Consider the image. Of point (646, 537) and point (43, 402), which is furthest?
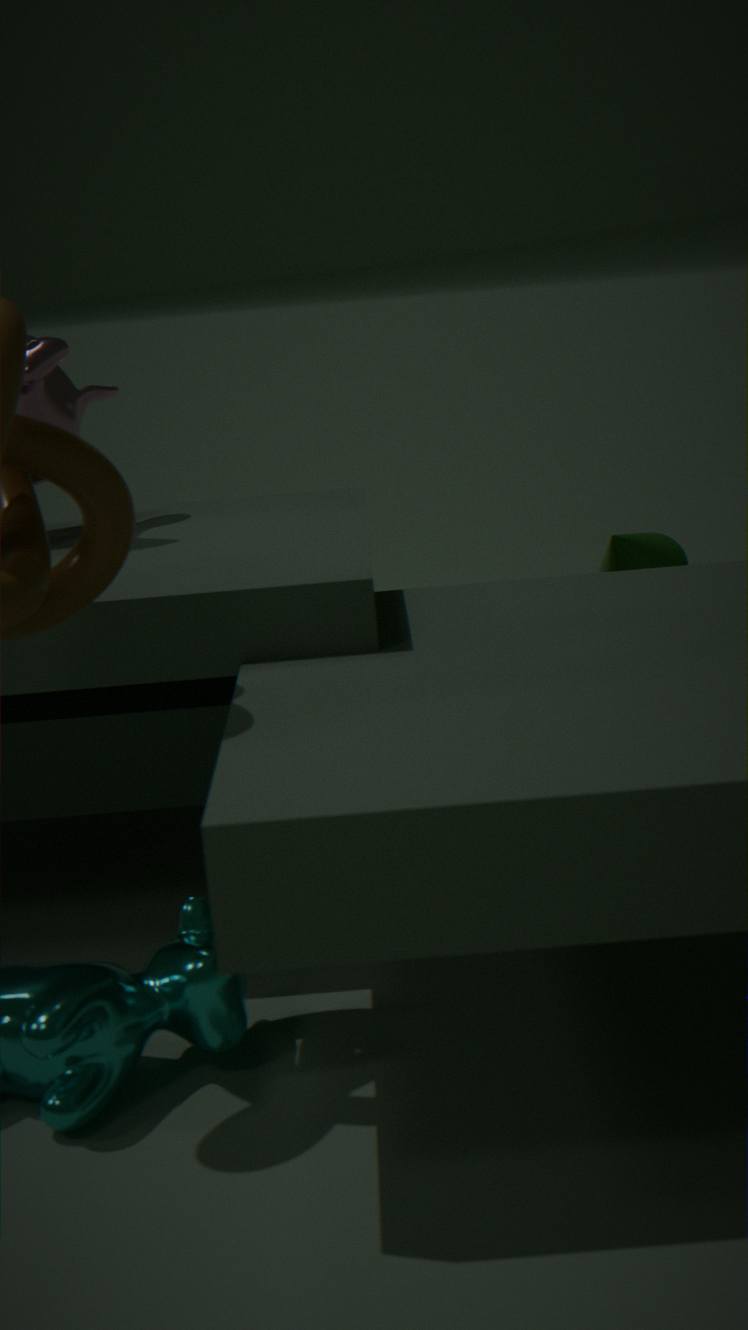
point (646, 537)
